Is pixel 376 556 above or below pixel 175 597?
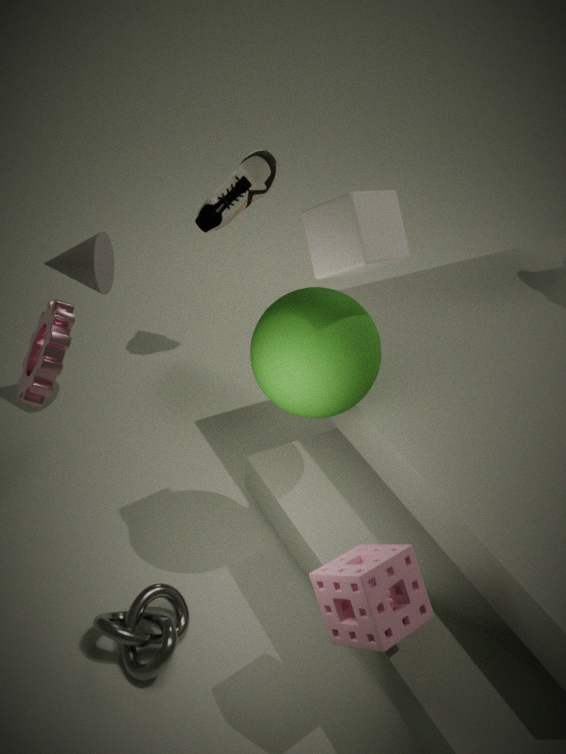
above
